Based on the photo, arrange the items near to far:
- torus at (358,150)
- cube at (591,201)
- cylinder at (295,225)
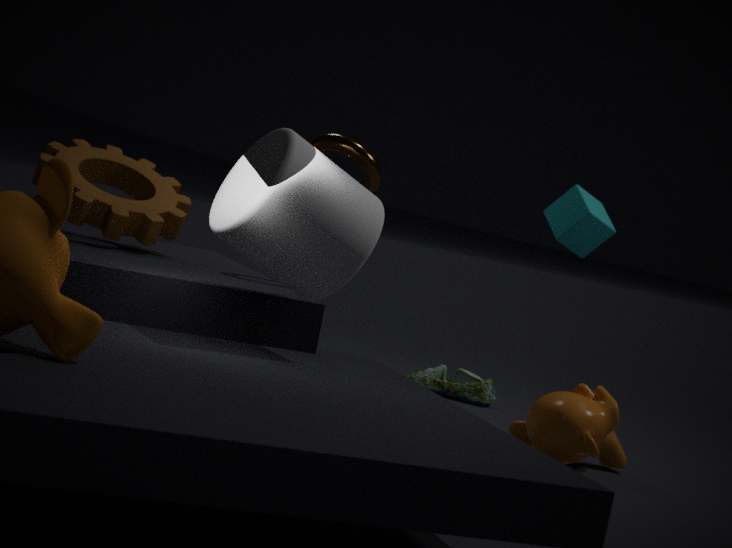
cylinder at (295,225) → torus at (358,150) → cube at (591,201)
